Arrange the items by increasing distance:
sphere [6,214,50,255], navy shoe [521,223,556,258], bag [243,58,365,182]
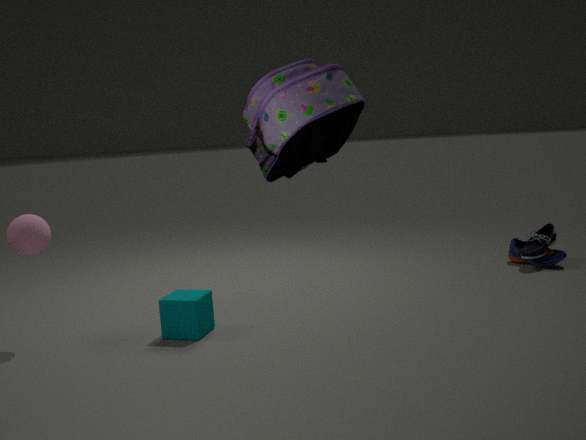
bag [243,58,365,182] → sphere [6,214,50,255] → navy shoe [521,223,556,258]
